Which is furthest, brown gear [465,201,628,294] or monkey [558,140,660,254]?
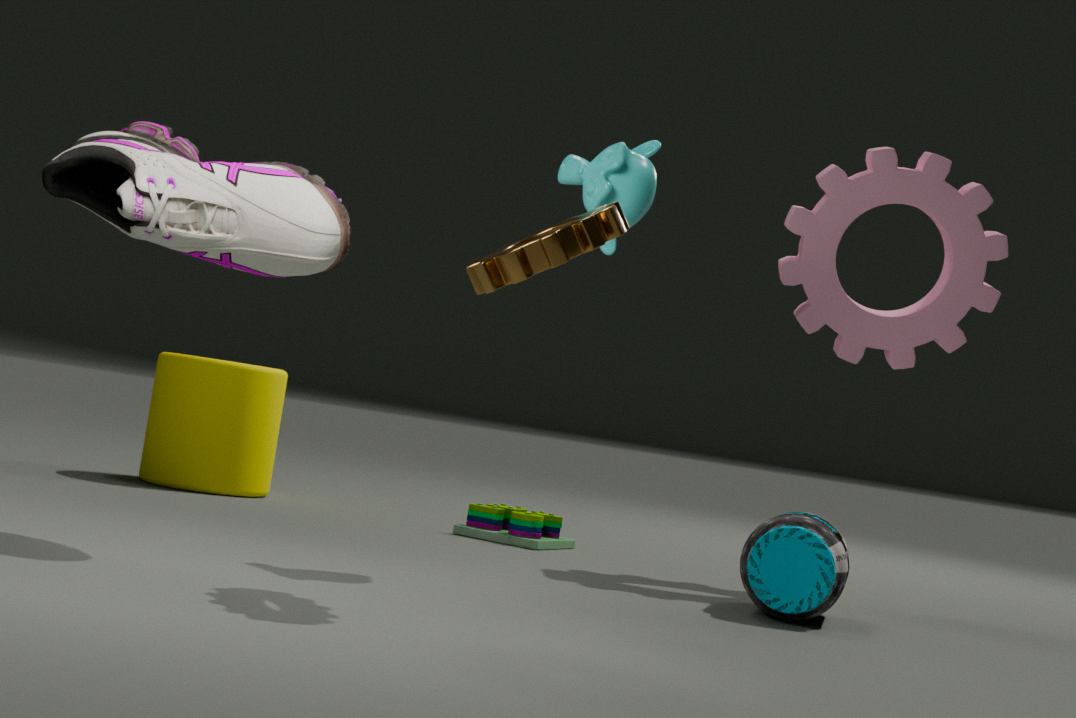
monkey [558,140,660,254]
